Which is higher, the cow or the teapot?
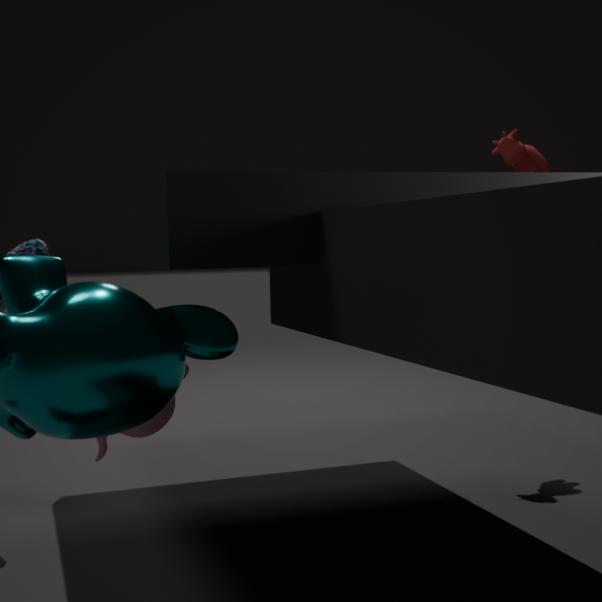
the cow
